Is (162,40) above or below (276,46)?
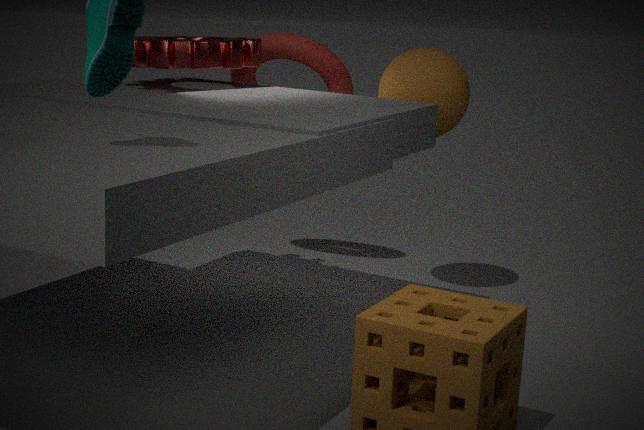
above
